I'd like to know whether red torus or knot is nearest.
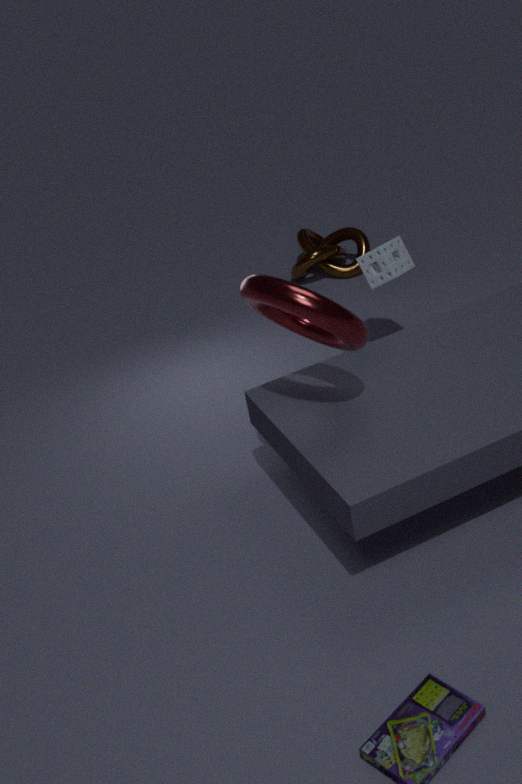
red torus
